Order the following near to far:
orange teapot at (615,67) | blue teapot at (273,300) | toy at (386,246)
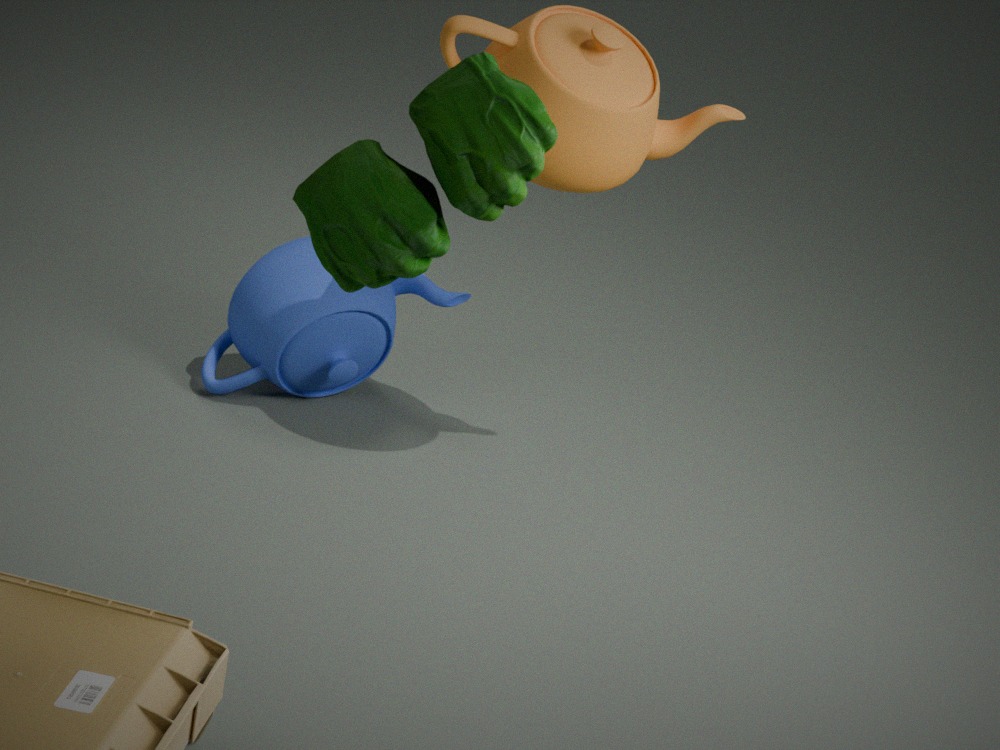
toy at (386,246), orange teapot at (615,67), blue teapot at (273,300)
